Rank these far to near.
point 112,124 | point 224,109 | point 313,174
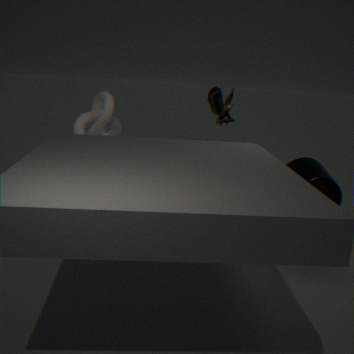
point 224,109 < point 112,124 < point 313,174
